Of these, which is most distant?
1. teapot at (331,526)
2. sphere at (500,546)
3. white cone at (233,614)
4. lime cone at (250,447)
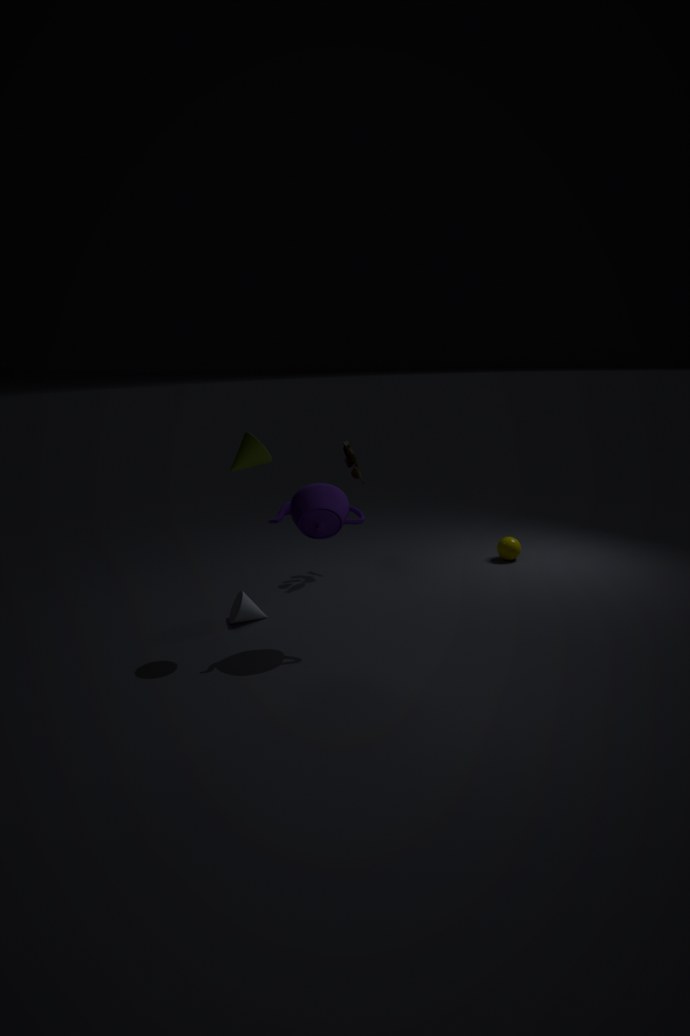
sphere at (500,546)
